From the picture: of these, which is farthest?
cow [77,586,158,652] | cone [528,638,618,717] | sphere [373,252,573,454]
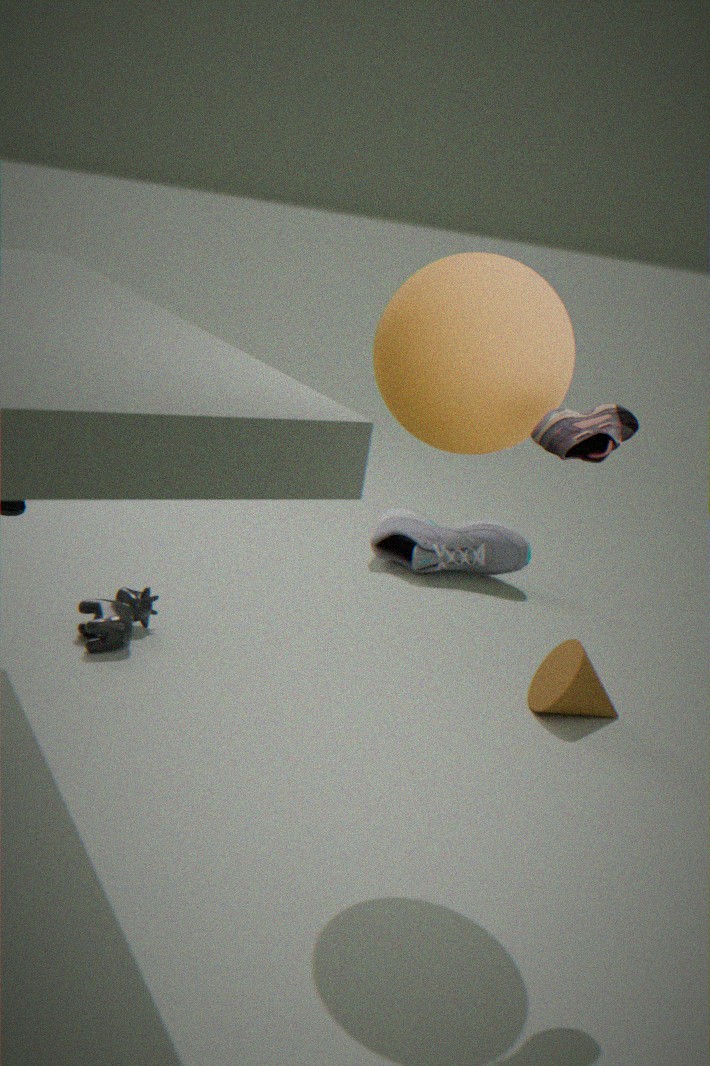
cone [528,638,618,717]
